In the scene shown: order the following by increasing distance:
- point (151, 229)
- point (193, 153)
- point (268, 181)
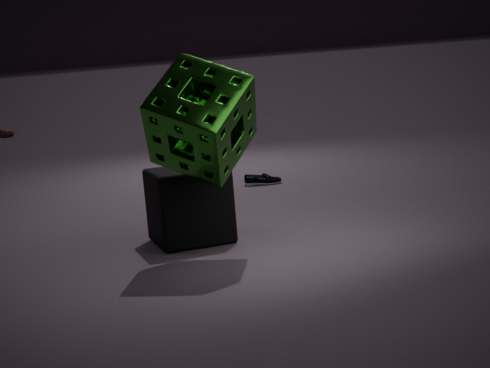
point (193, 153) < point (151, 229) < point (268, 181)
